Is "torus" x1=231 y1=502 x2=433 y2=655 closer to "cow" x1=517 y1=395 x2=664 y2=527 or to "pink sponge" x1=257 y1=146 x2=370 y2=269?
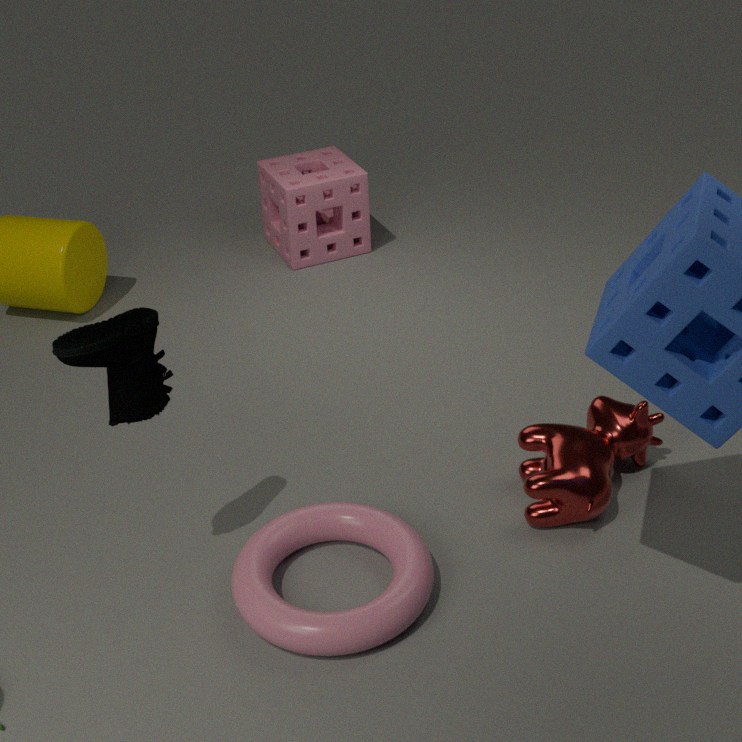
"cow" x1=517 y1=395 x2=664 y2=527
